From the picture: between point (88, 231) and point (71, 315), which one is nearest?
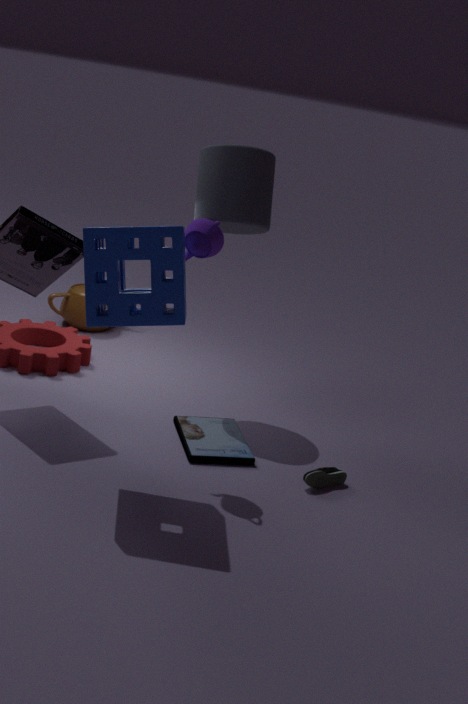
point (88, 231)
